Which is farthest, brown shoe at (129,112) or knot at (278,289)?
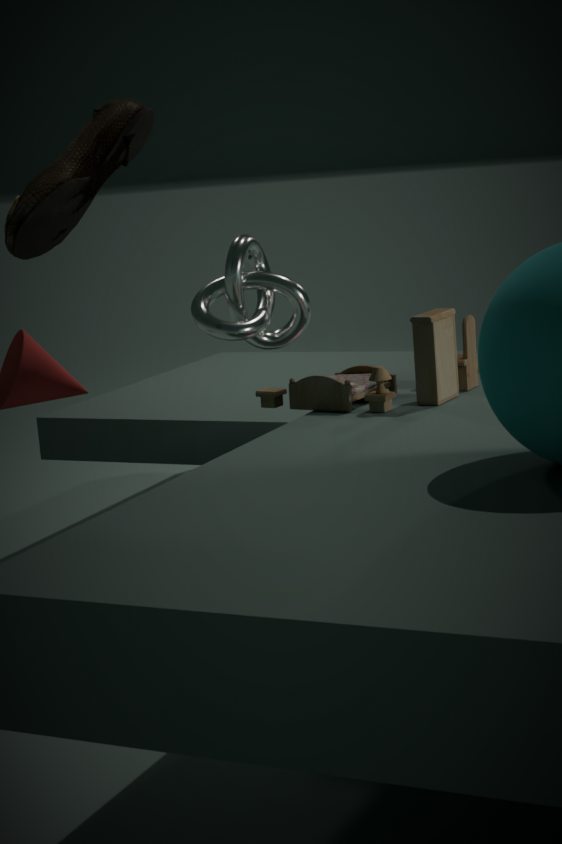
knot at (278,289)
